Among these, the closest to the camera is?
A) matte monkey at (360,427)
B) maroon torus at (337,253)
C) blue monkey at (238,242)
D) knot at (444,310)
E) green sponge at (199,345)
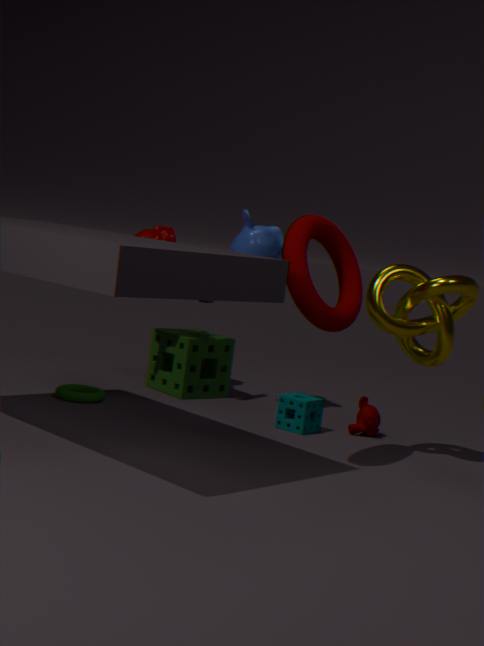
maroon torus at (337,253)
